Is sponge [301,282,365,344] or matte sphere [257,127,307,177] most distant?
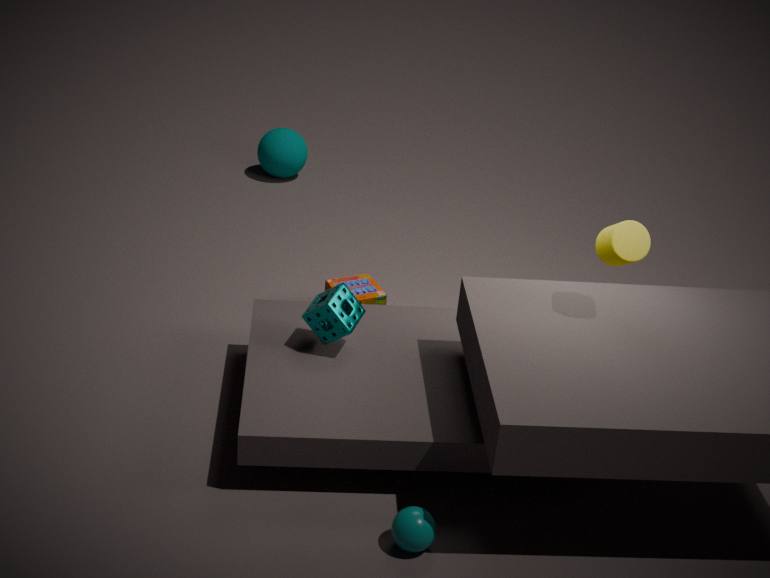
matte sphere [257,127,307,177]
